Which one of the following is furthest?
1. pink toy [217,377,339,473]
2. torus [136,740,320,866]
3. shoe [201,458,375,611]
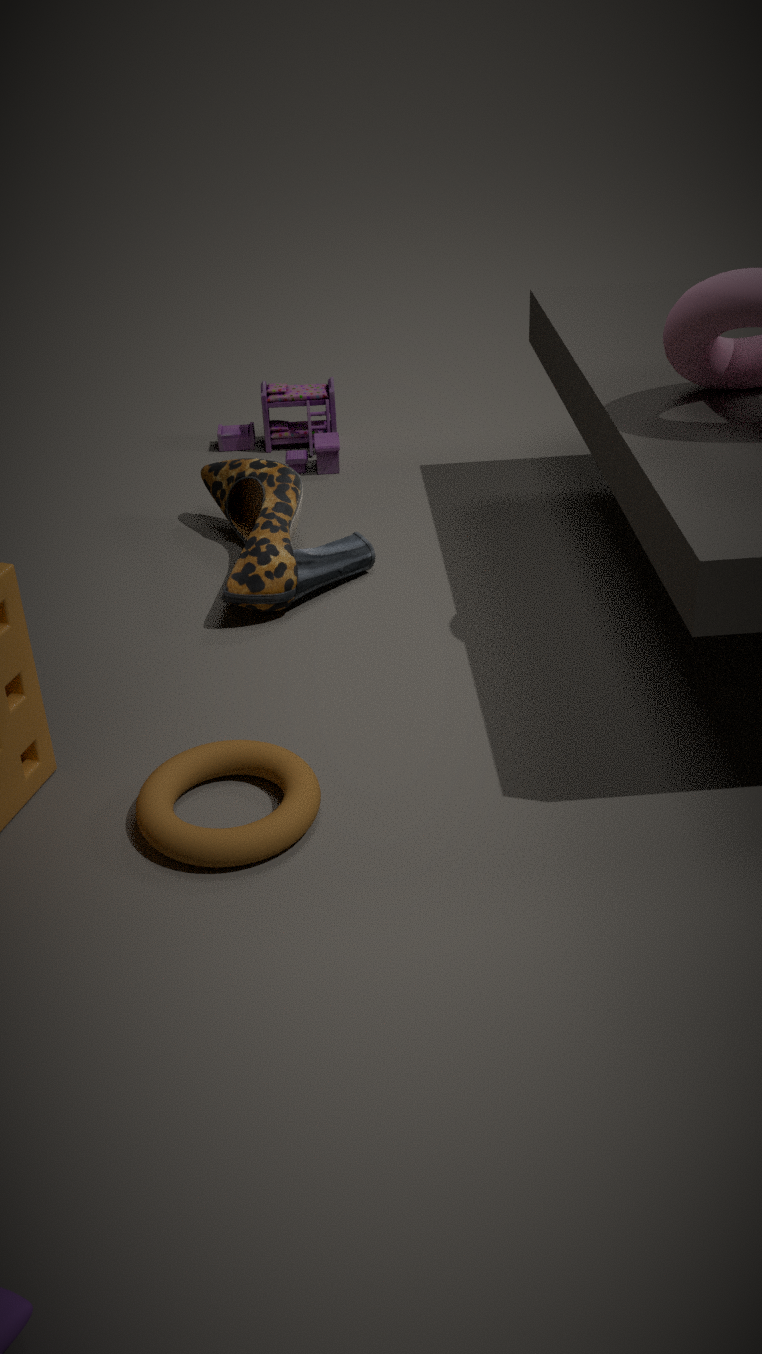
pink toy [217,377,339,473]
